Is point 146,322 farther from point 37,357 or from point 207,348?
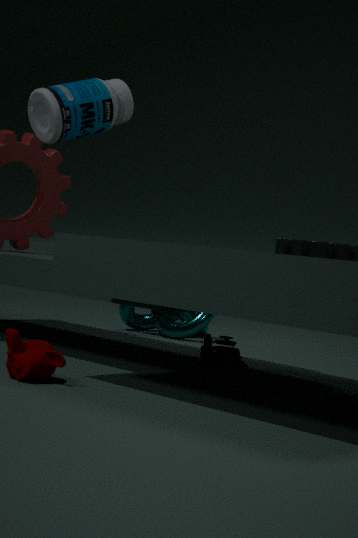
point 37,357
